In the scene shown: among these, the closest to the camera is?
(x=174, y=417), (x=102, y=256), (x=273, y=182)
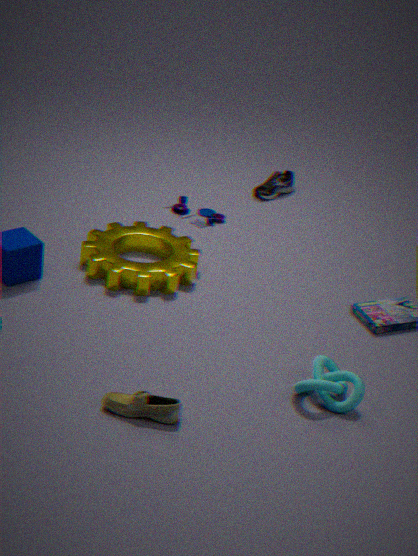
(x=174, y=417)
